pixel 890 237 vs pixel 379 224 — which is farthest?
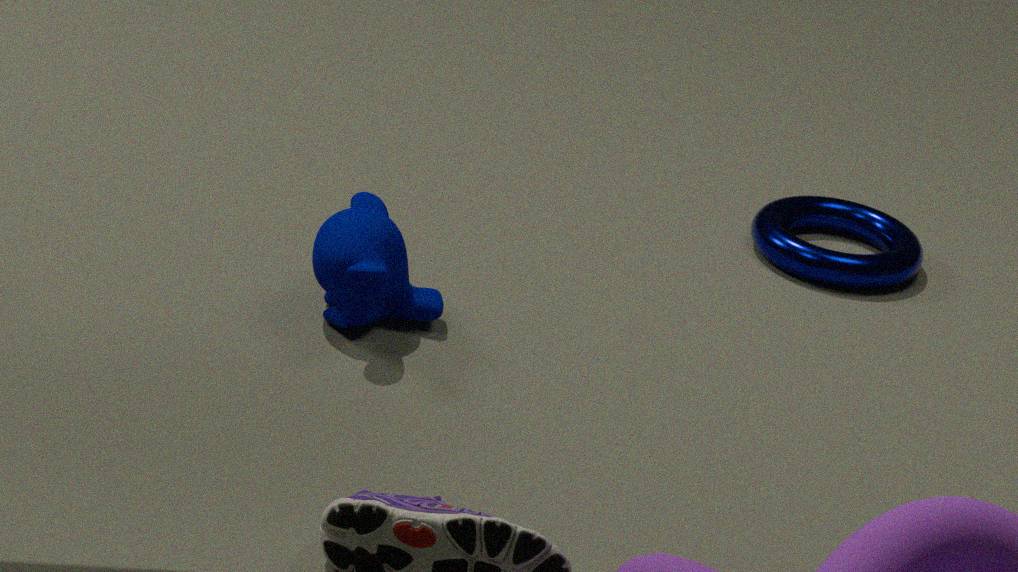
pixel 890 237
